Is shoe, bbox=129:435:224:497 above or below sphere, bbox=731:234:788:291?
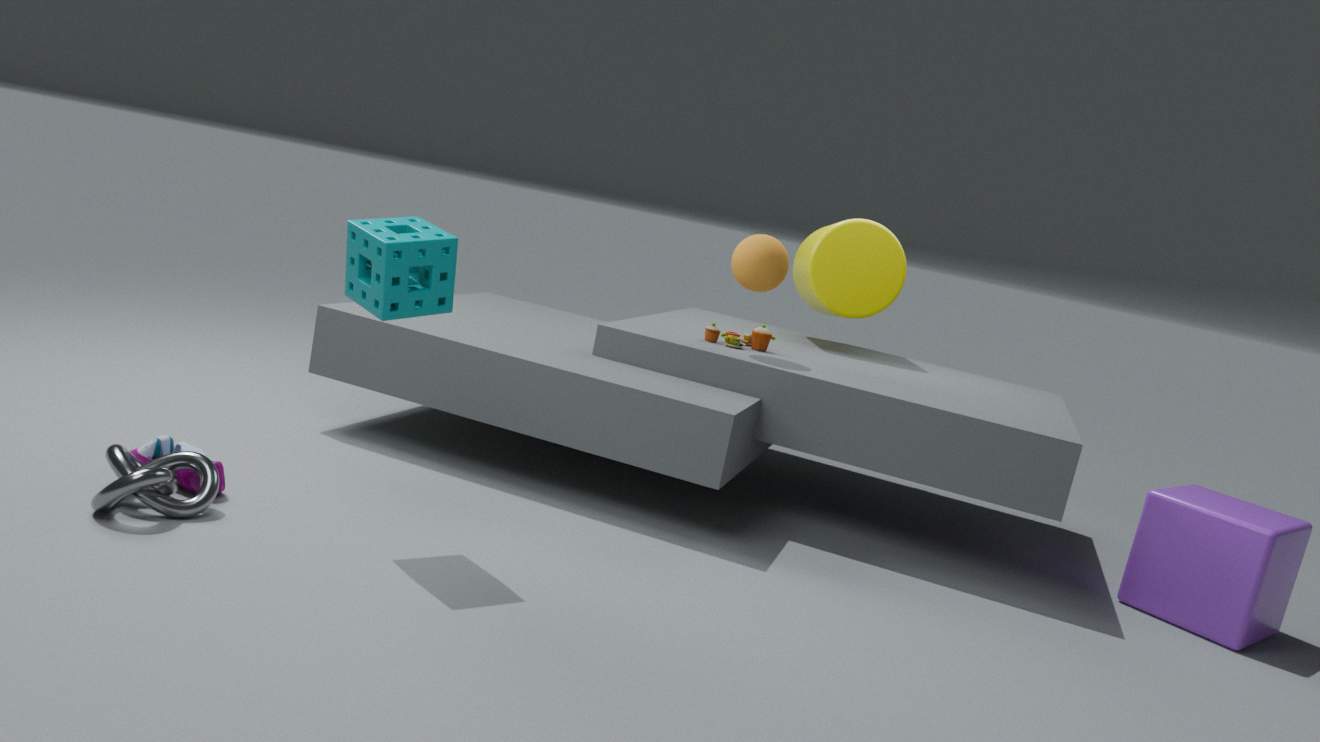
below
